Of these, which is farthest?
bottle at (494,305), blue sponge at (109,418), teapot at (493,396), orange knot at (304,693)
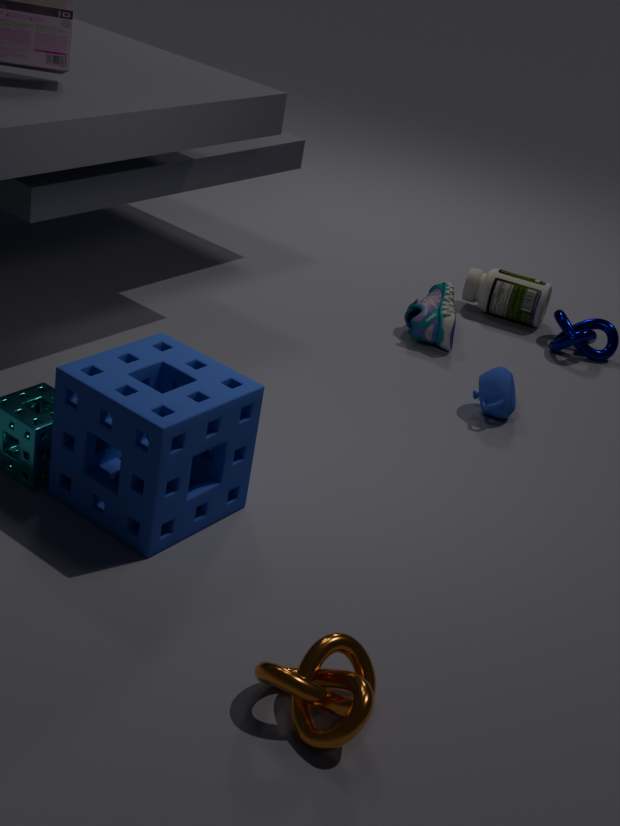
bottle at (494,305)
